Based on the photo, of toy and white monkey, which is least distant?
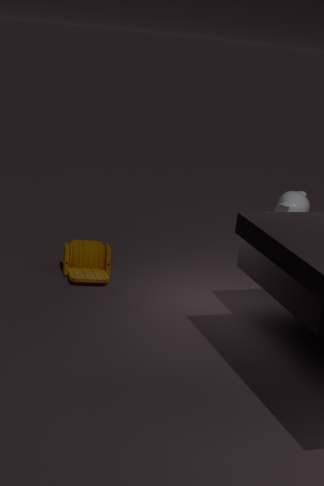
toy
